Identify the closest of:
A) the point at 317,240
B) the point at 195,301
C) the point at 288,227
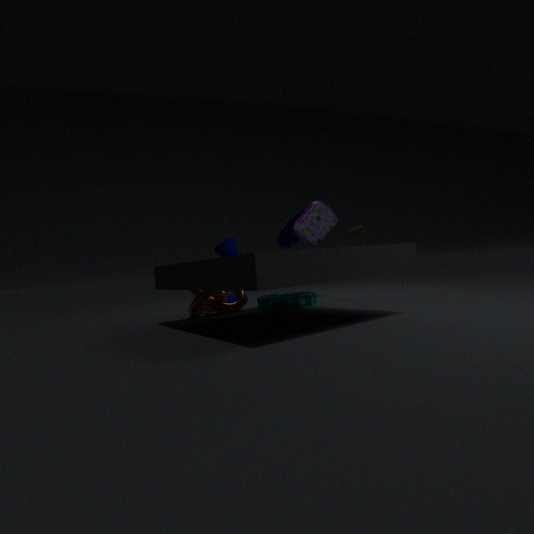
the point at 195,301
